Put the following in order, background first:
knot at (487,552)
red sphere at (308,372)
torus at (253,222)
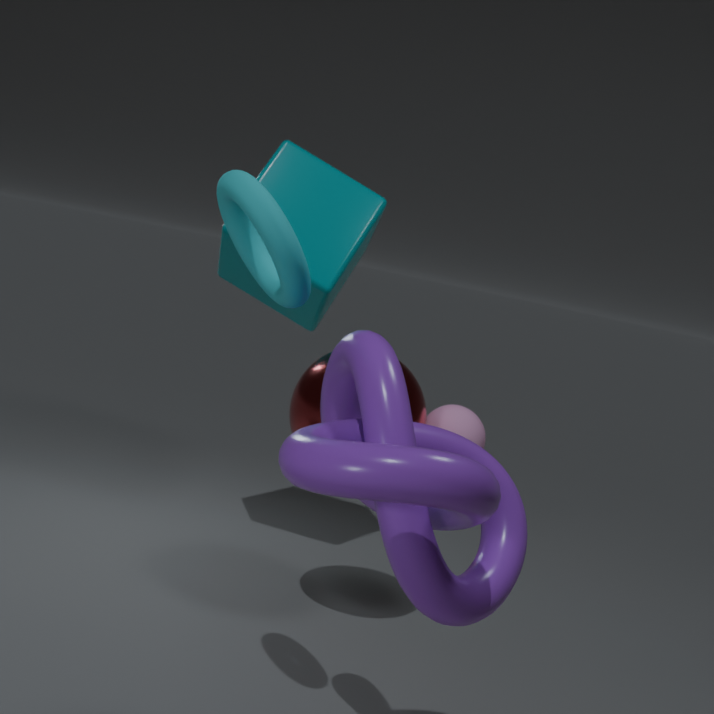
red sphere at (308,372)
torus at (253,222)
knot at (487,552)
